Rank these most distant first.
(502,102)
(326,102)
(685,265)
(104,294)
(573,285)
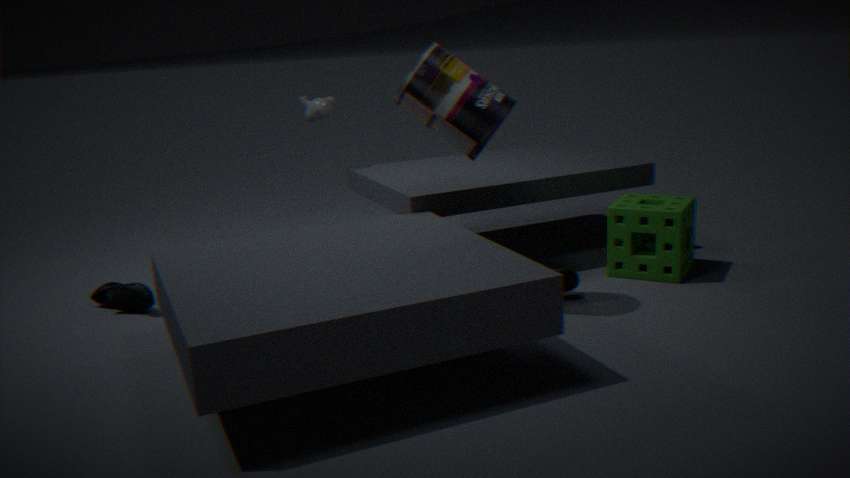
(326,102) → (104,294) → (685,265) → (573,285) → (502,102)
